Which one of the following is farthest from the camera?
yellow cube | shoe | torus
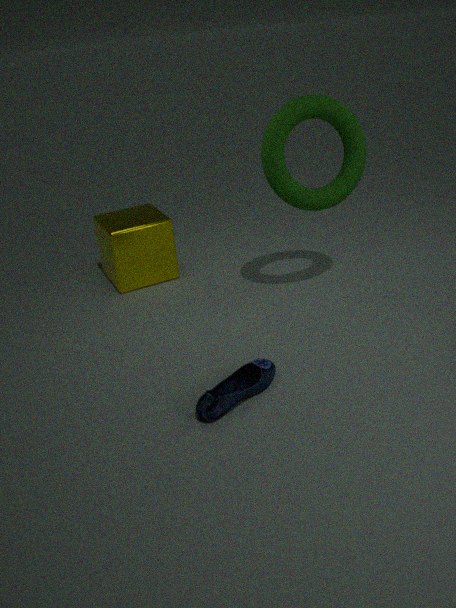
yellow cube
